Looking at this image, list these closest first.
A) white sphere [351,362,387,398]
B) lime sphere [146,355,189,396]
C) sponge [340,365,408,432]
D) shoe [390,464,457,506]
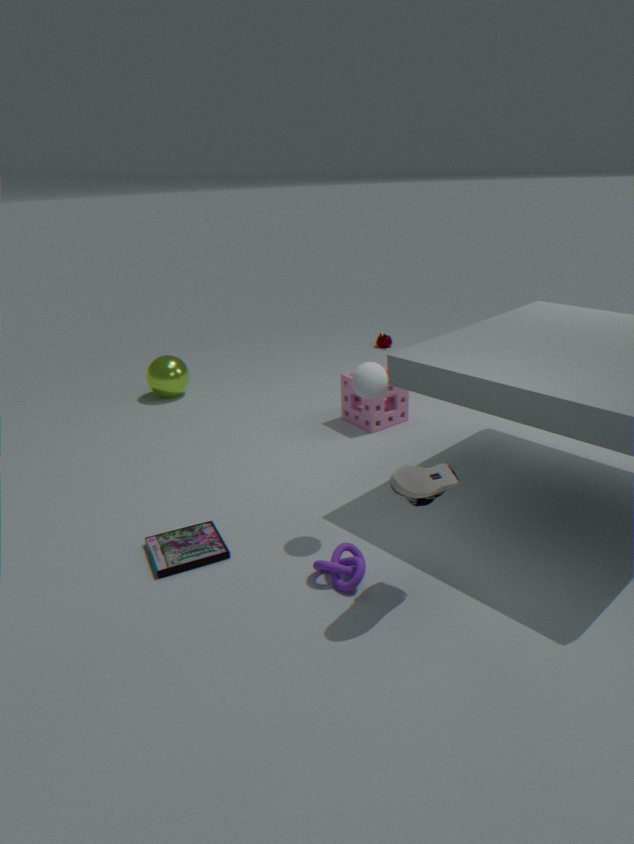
shoe [390,464,457,506], white sphere [351,362,387,398], sponge [340,365,408,432], lime sphere [146,355,189,396]
